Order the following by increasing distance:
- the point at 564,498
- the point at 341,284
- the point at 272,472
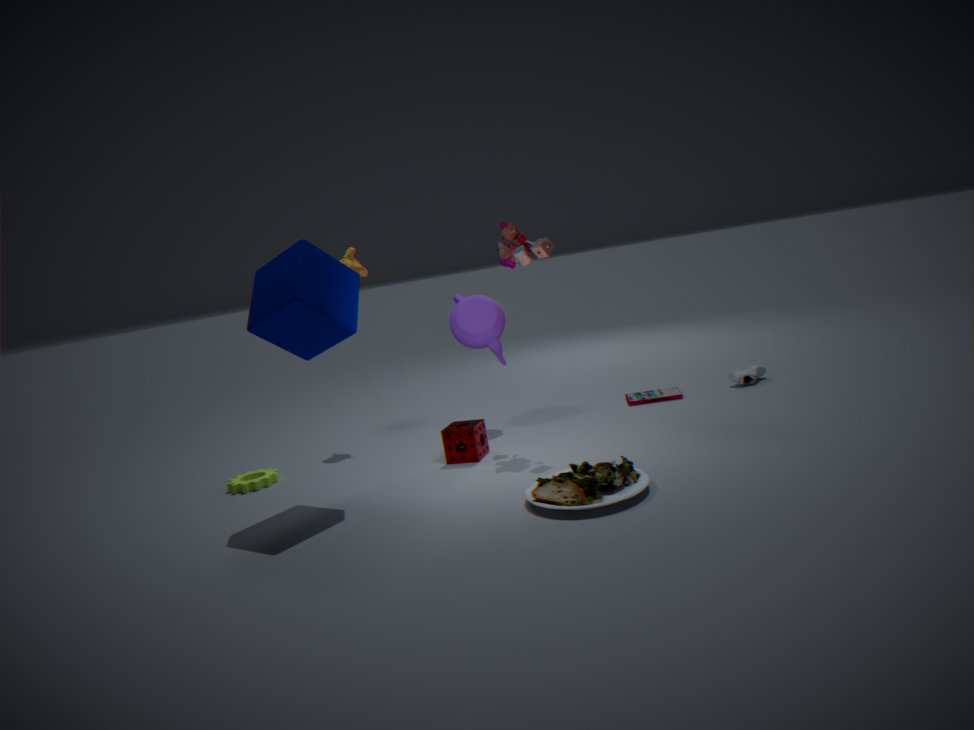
1. the point at 564,498
2. the point at 341,284
3. the point at 272,472
